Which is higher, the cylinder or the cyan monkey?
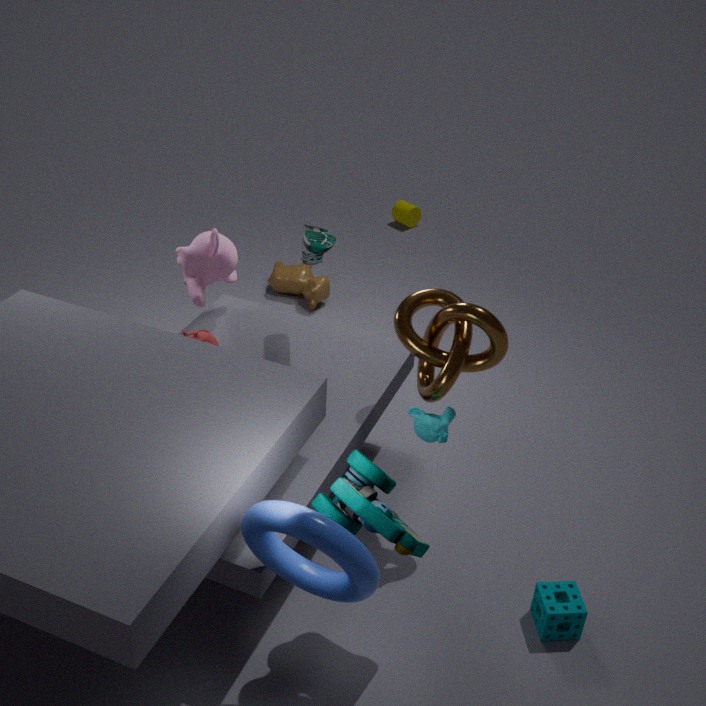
the cyan monkey
